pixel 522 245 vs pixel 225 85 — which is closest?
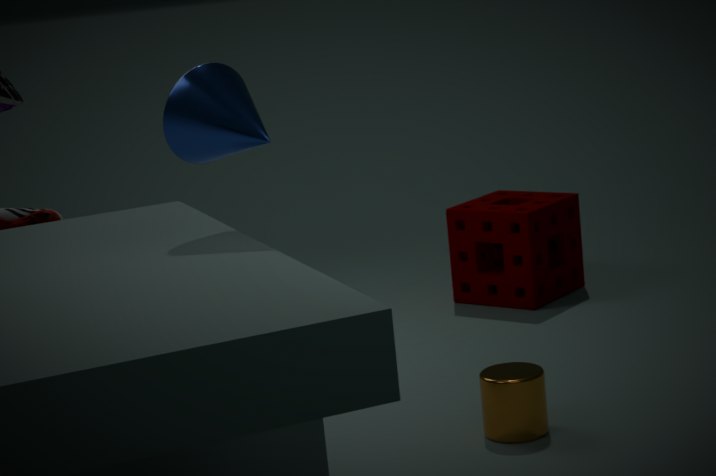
pixel 225 85
